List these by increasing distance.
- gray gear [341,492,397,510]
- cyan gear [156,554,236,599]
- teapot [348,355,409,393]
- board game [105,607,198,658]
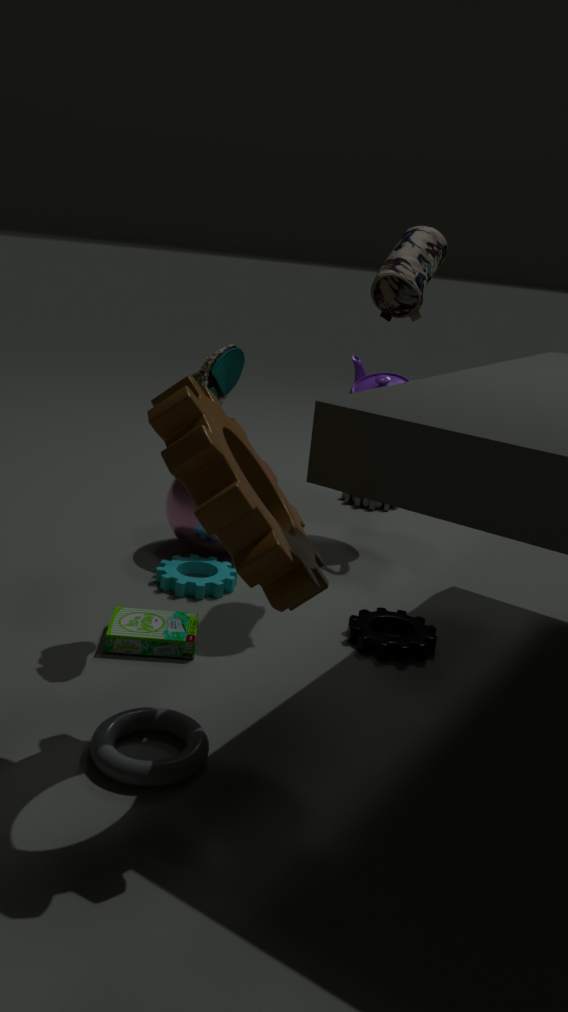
1. board game [105,607,198,658]
2. cyan gear [156,554,236,599]
3. teapot [348,355,409,393]
4. gray gear [341,492,397,510]
